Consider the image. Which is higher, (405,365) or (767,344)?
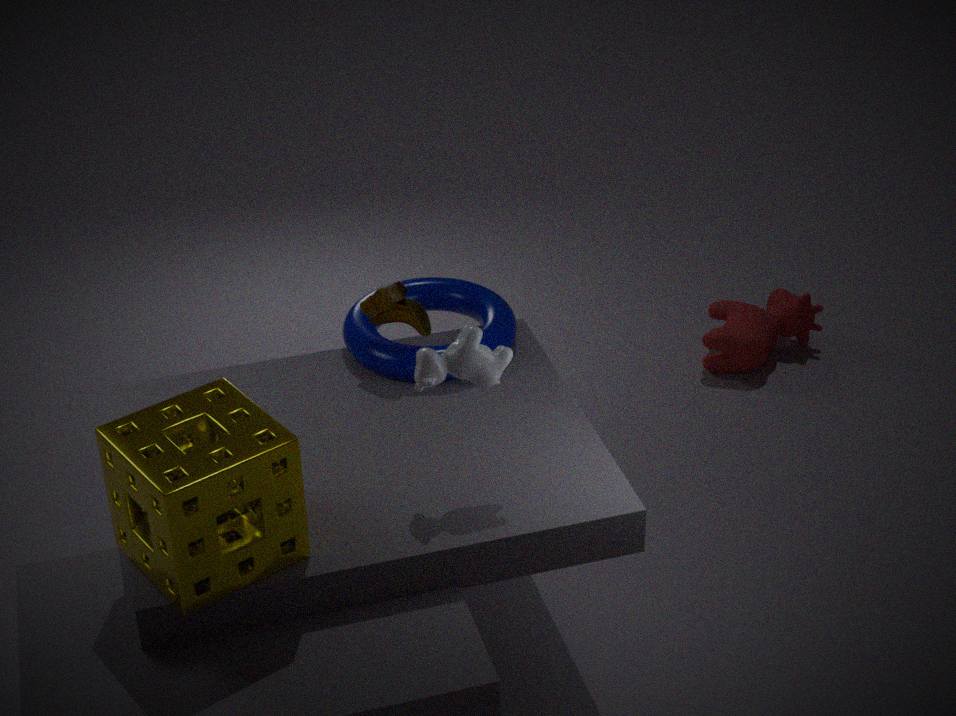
(405,365)
